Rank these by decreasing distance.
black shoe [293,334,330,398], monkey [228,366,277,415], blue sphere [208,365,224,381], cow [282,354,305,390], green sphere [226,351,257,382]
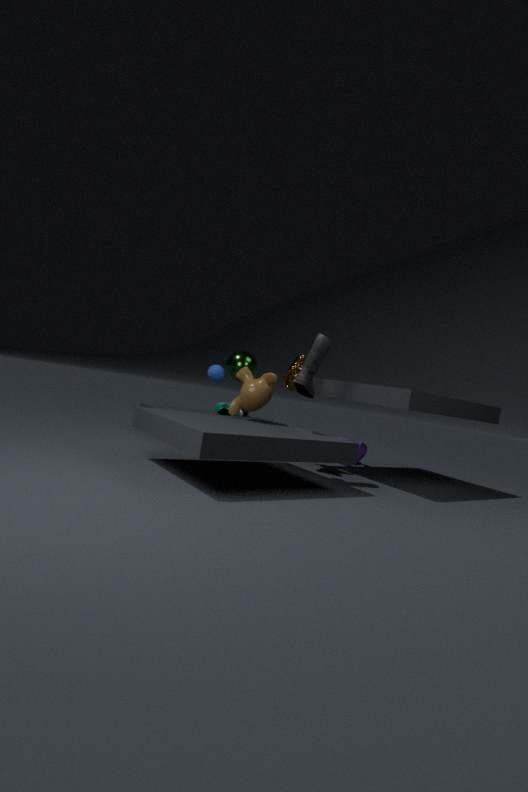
green sphere [226,351,257,382] → blue sphere [208,365,224,381] → cow [282,354,305,390] → monkey [228,366,277,415] → black shoe [293,334,330,398]
